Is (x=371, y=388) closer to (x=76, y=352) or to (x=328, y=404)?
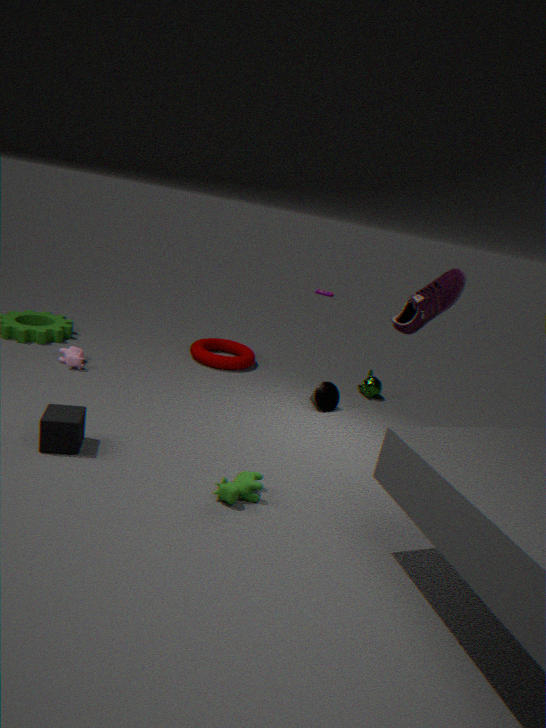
(x=328, y=404)
